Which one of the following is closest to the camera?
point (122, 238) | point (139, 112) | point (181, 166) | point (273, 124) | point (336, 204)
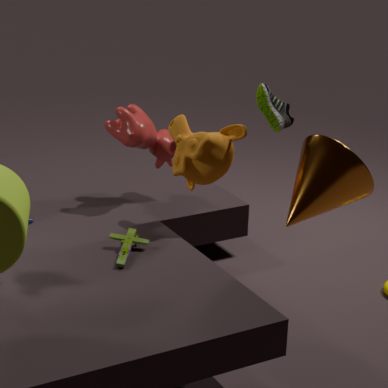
point (336, 204)
